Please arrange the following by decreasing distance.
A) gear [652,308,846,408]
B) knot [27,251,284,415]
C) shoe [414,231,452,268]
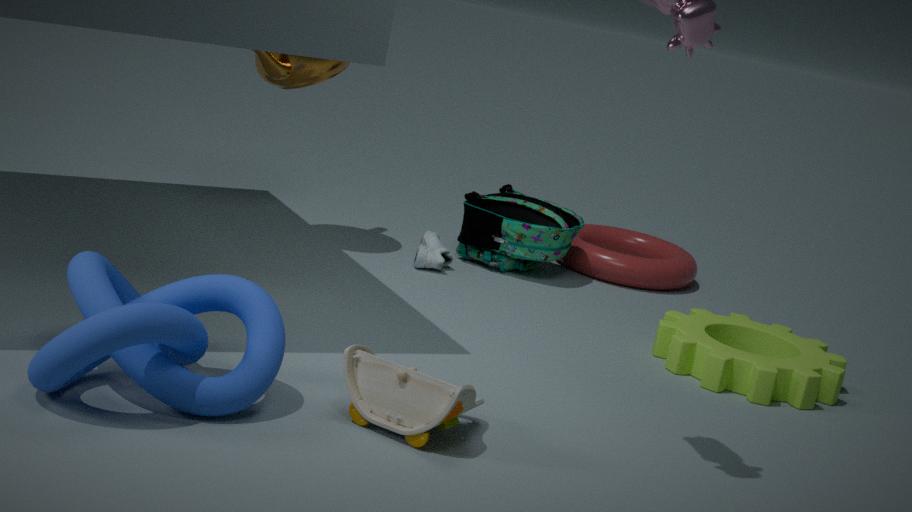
1. shoe [414,231,452,268]
2. gear [652,308,846,408]
3. knot [27,251,284,415]
